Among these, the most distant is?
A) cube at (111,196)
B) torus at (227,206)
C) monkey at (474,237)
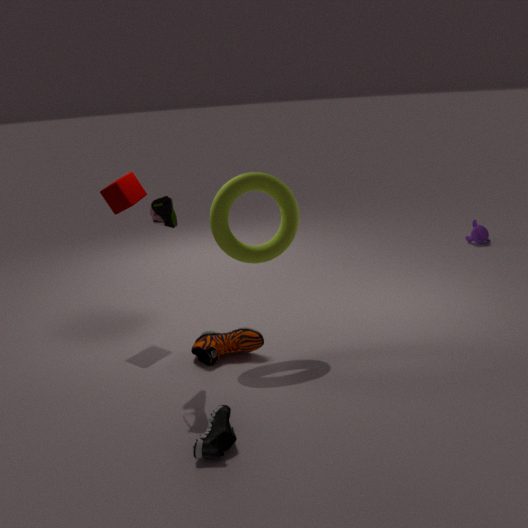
monkey at (474,237)
